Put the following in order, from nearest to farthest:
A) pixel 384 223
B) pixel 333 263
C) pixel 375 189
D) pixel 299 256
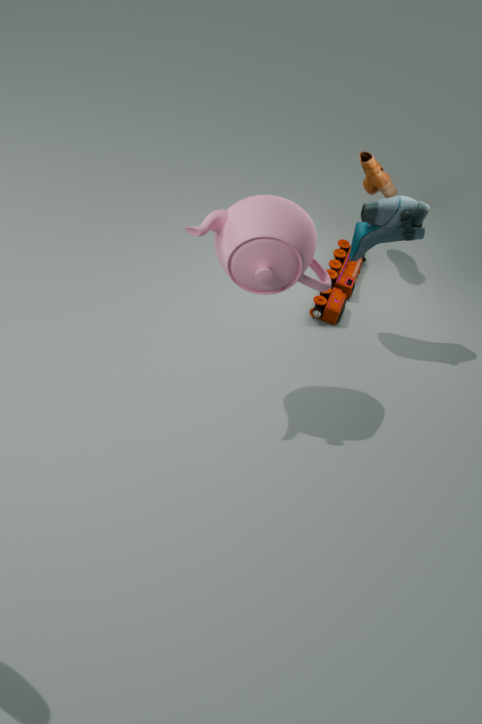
pixel 299 256 → pixel 384 223 → pixel 375 189 → pixel 333 263
